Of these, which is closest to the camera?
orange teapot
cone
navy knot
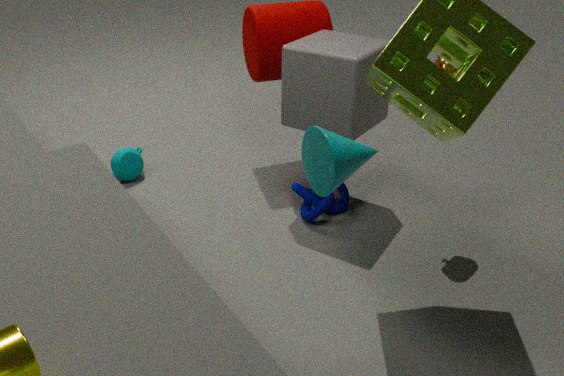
cone
